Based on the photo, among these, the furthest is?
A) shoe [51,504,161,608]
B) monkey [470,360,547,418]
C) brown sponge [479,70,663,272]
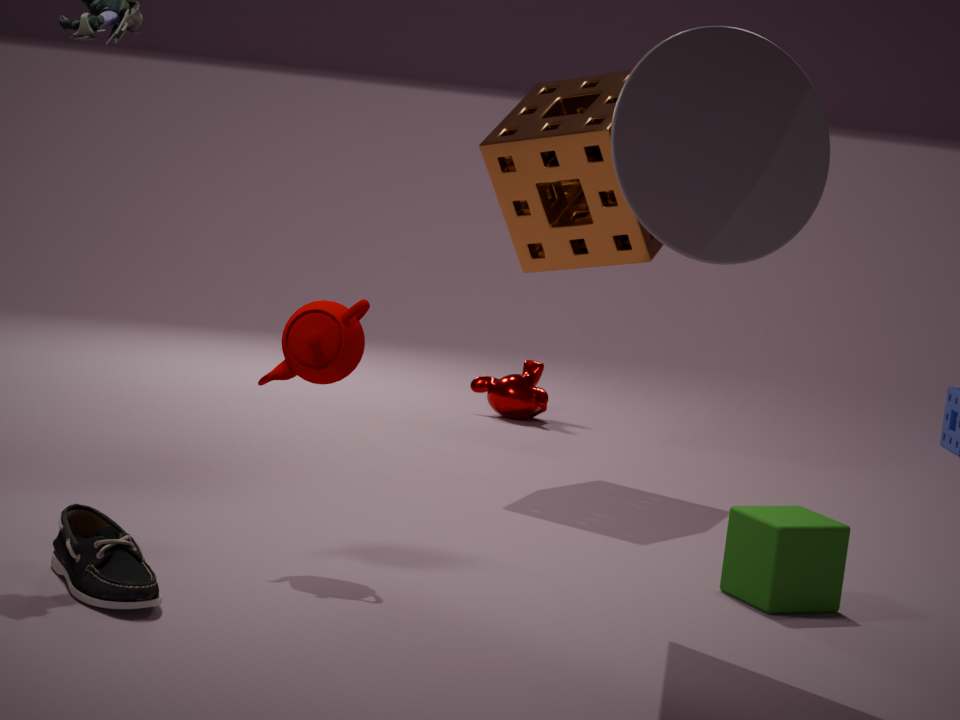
monkey [470,360,547,418]
